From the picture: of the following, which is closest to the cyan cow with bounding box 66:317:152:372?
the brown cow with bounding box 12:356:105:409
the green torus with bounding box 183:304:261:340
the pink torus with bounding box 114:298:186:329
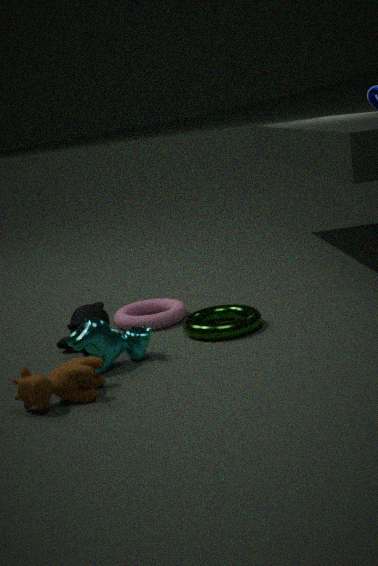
the brown cow with bounding box 12:356:105:409
